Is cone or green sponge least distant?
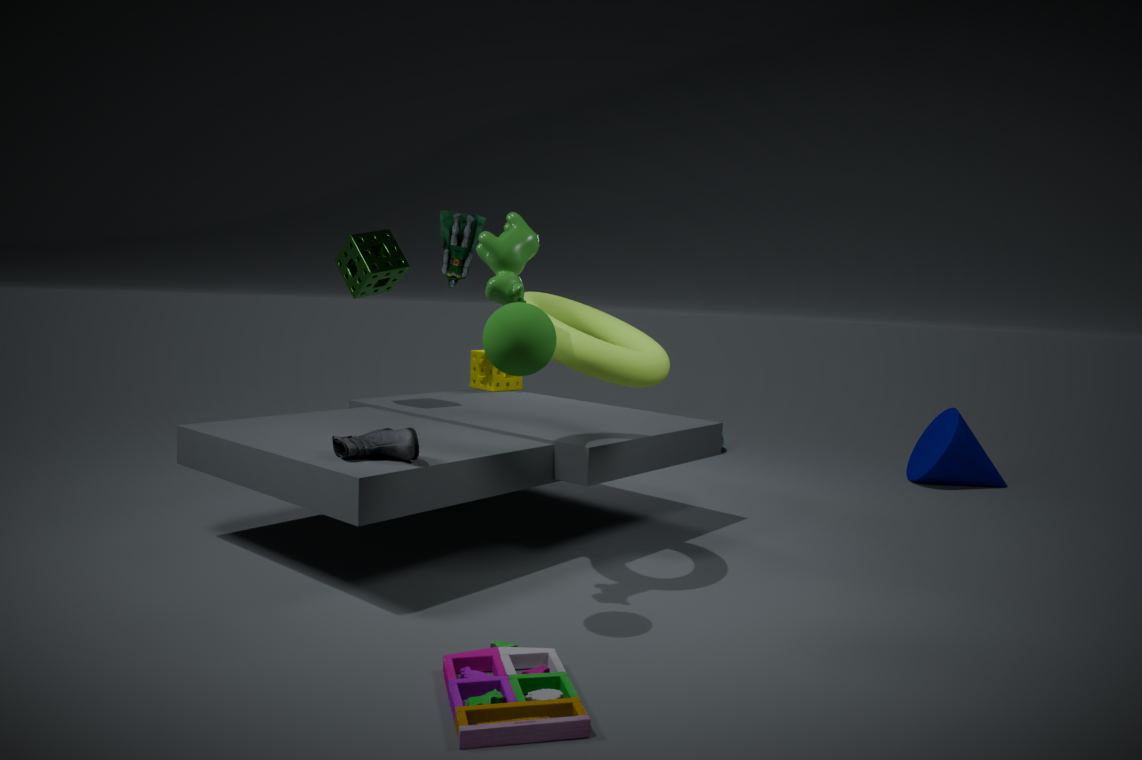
green sponge
